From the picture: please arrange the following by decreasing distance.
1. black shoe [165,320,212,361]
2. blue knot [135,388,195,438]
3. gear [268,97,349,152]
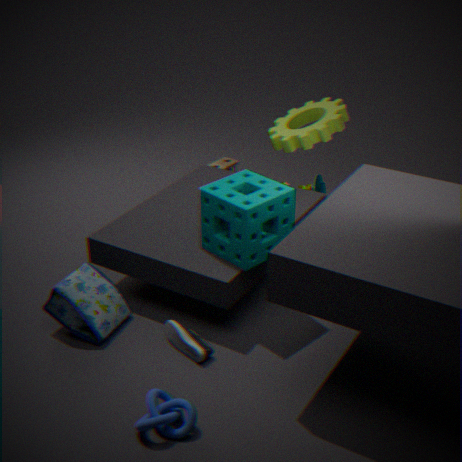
gear [268,97,349,152] < black shoe [165,320,212,361] < blue knot [135,388,195,438]
